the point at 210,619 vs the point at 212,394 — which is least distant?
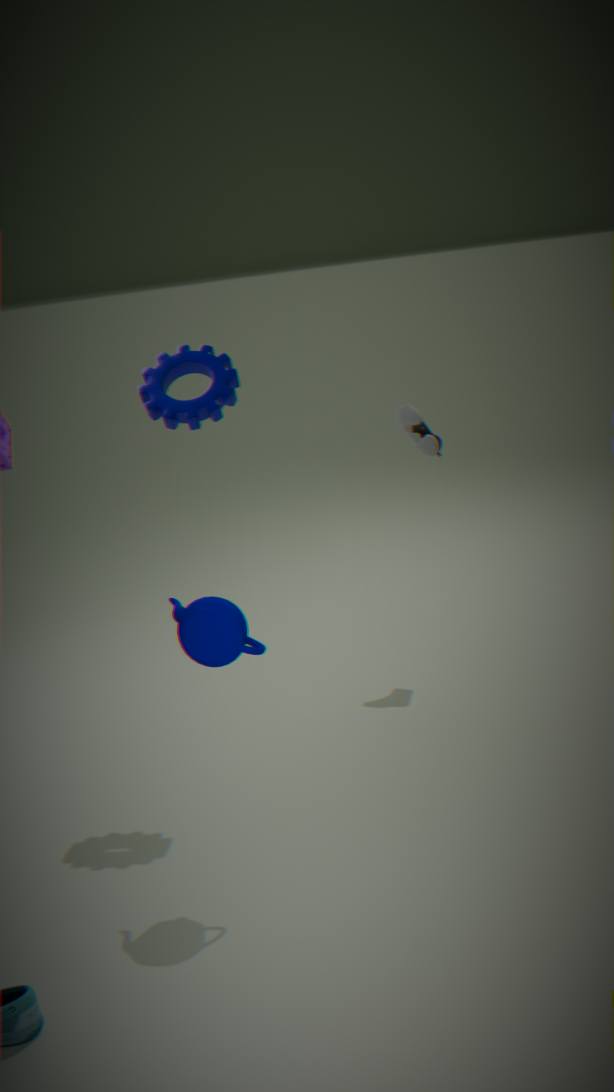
the point at 210,619
